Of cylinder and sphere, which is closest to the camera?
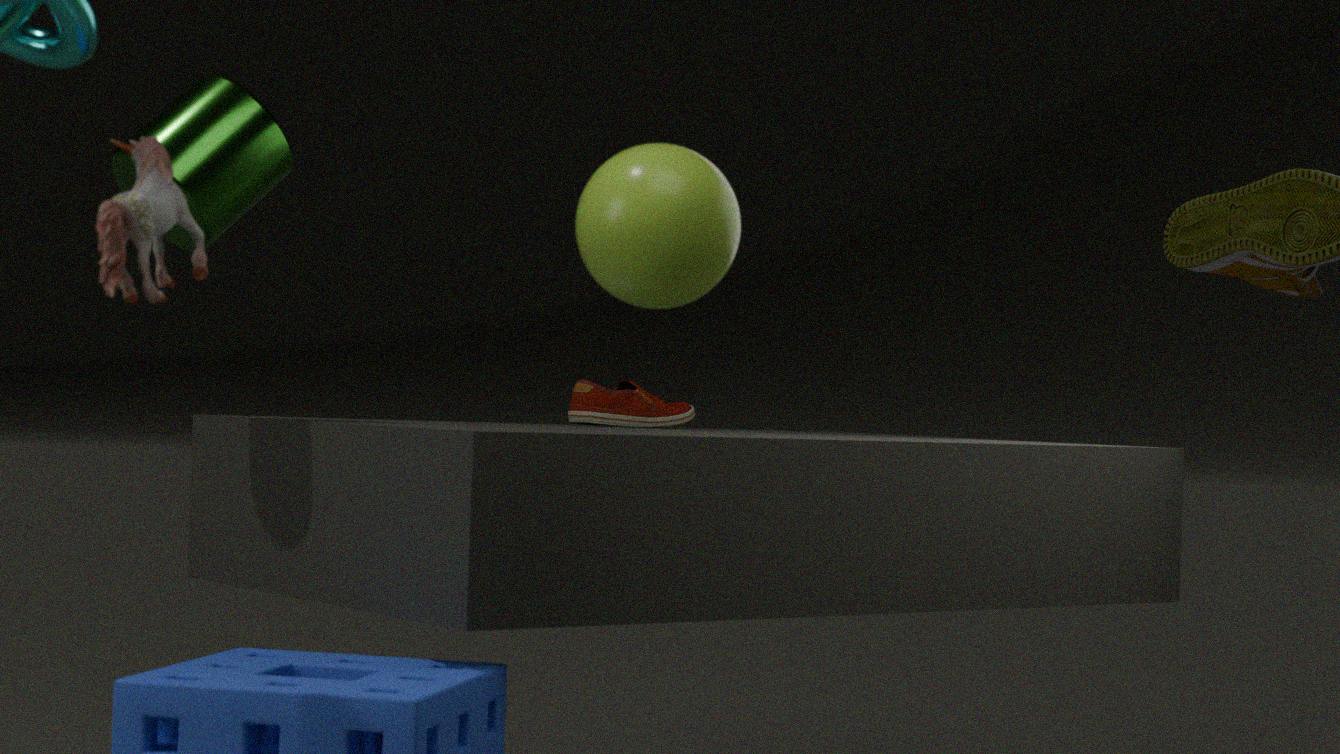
sphere
